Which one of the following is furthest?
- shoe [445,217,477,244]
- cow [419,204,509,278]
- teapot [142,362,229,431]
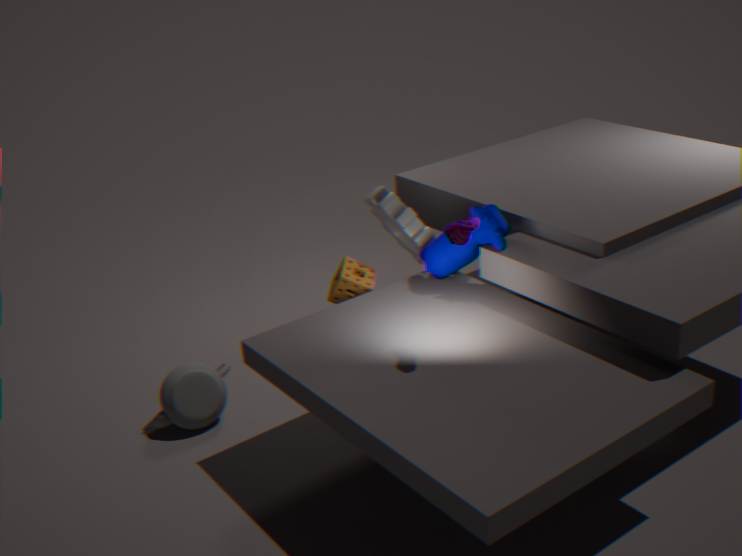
teapot [142,362,229,431]
